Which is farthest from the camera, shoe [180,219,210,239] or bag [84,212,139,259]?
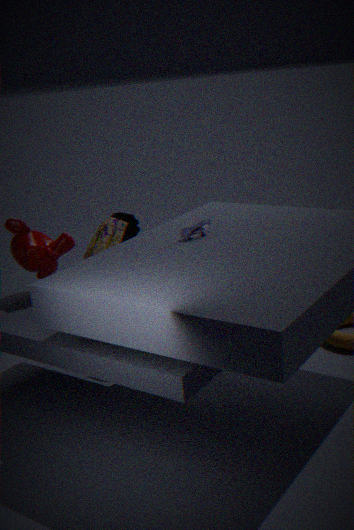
bag [84,212,139,259]
